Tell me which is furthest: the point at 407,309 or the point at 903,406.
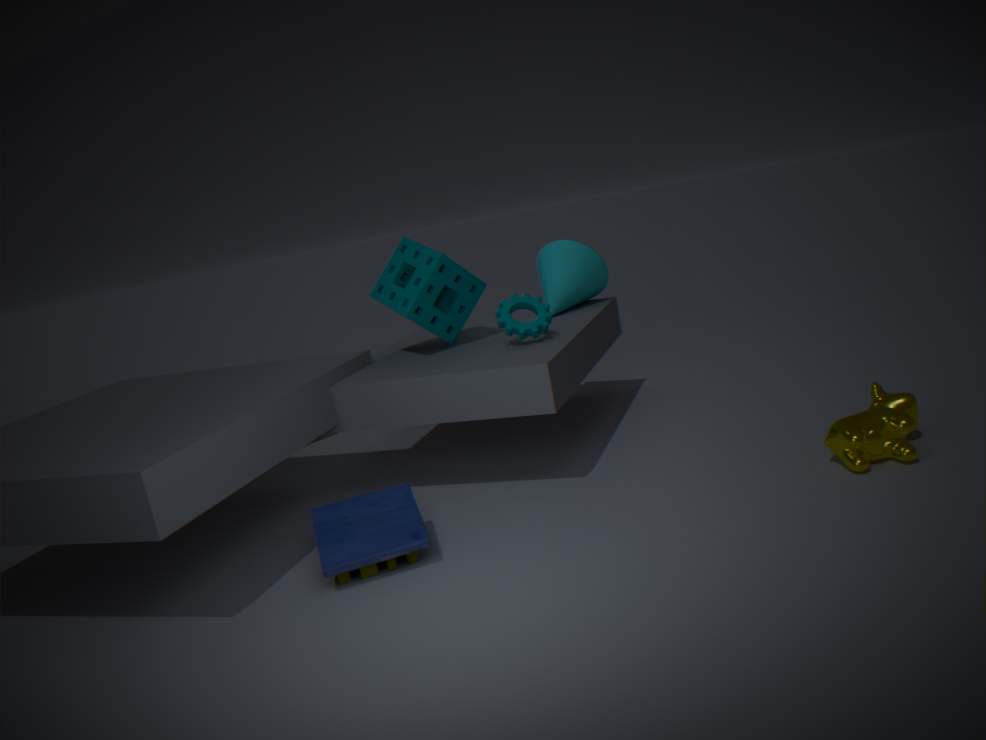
the point at 407,309
